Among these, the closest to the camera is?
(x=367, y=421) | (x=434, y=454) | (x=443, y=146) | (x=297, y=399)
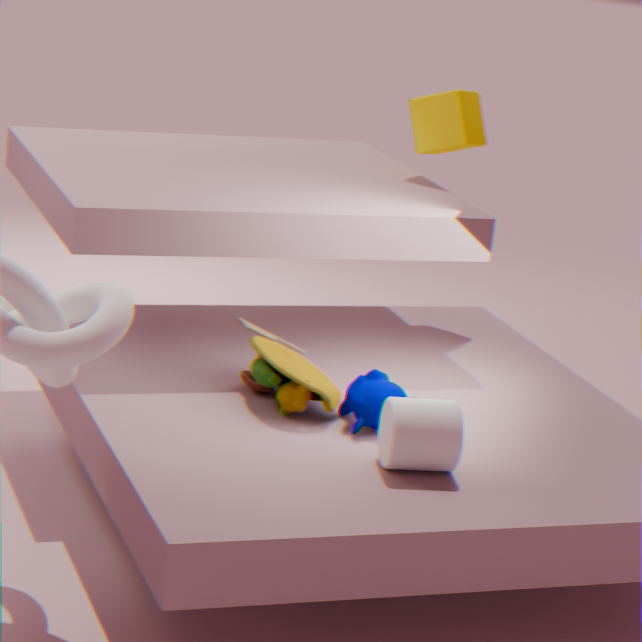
(x=434, y=454)
